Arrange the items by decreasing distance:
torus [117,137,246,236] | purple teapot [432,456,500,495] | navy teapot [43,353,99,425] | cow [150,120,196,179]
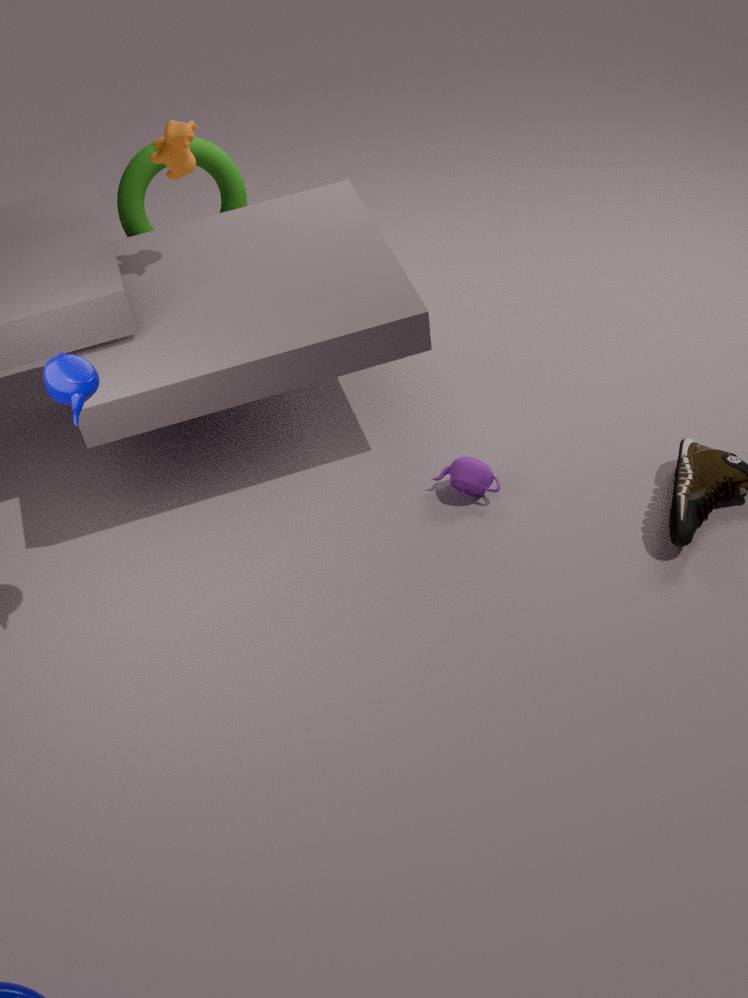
torus [117,137,246,236] < purple teapot [432,456,500,495] < cow [150,120,196,179] < navy teapot [43,353,99,425]
